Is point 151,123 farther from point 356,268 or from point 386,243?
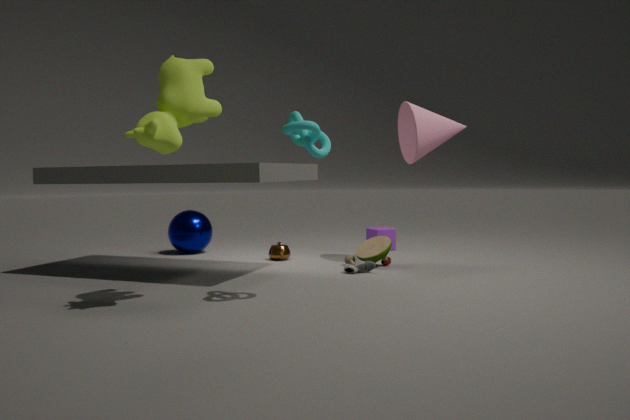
point 386,243
